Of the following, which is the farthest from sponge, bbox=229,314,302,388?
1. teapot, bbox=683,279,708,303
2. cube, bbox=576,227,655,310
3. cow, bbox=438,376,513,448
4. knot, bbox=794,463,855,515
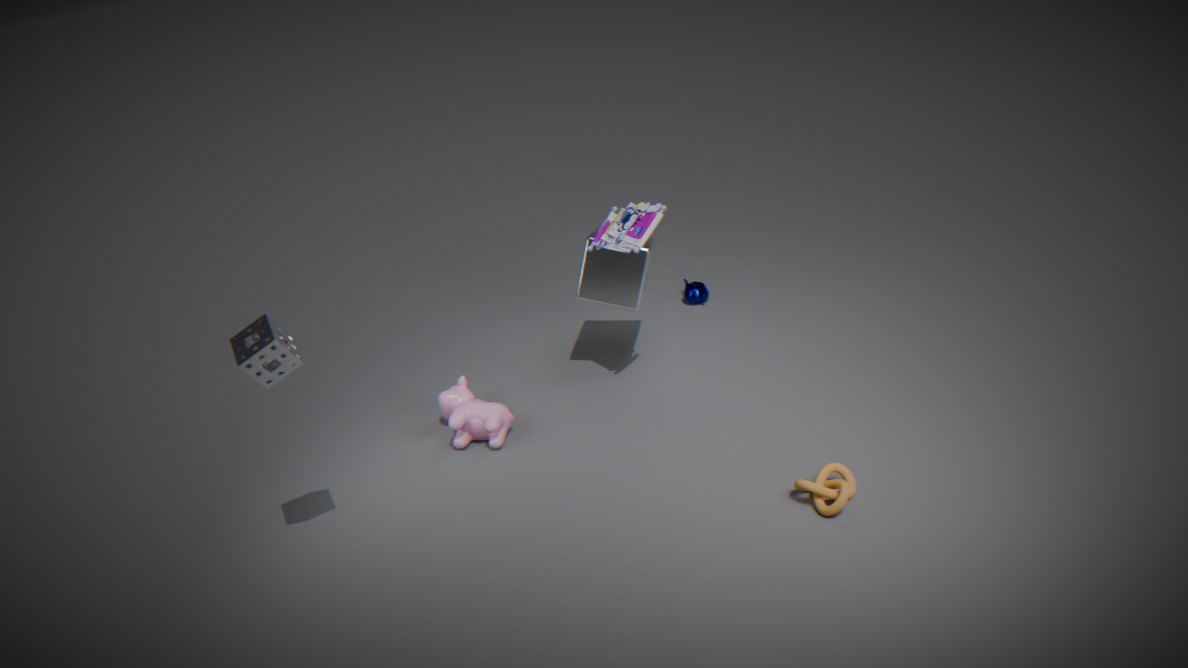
teapot, bbox=683,279,708,303
